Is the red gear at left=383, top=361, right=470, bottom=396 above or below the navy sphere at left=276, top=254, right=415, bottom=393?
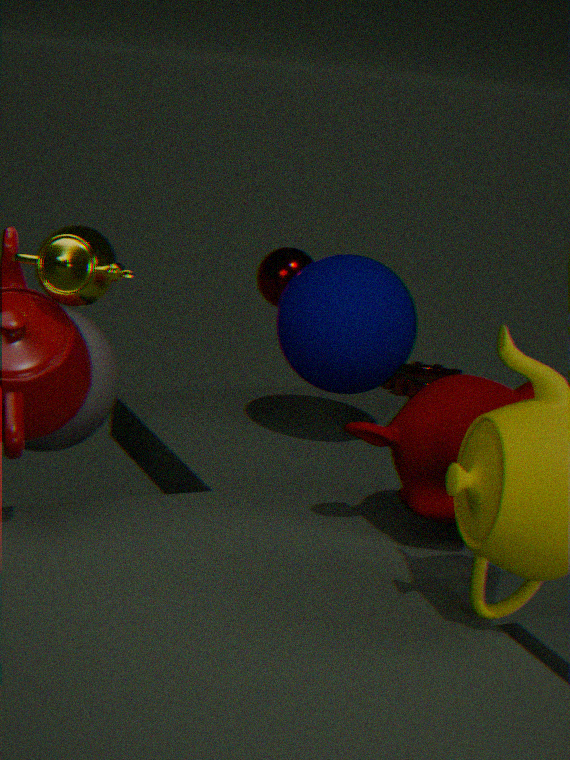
below
